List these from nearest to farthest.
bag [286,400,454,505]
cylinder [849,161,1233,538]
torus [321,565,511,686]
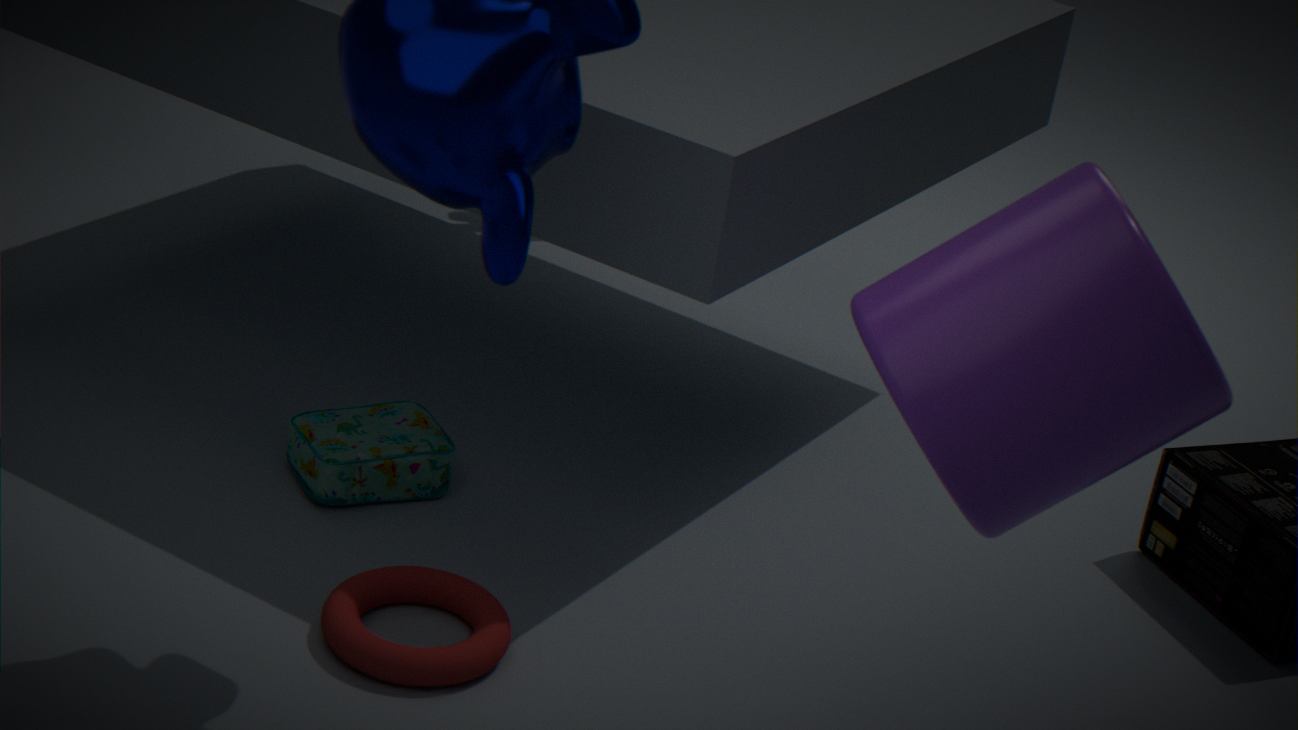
cylinder [849,161,1233,538], torus [321,565,511,686], bag [286,400,454,505]
